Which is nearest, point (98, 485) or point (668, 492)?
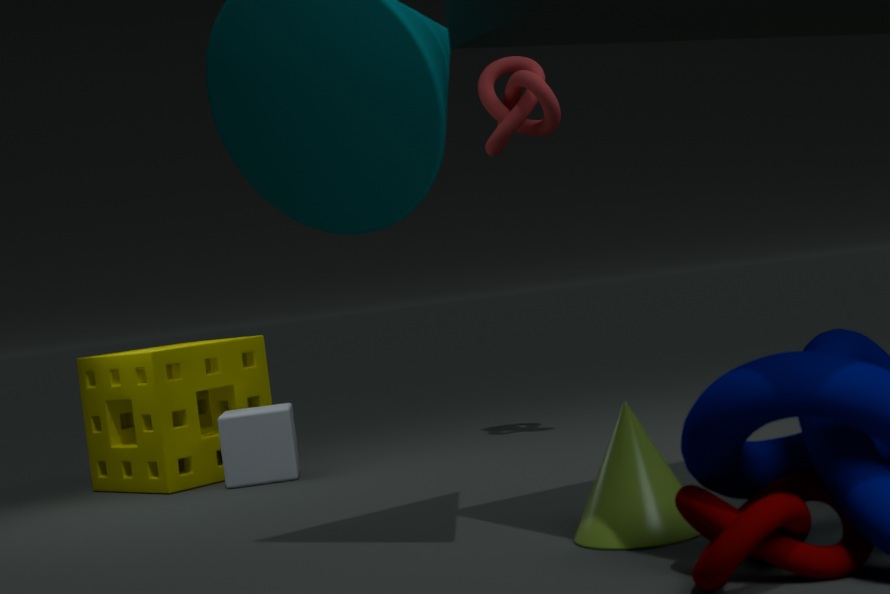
point (668, 492)
